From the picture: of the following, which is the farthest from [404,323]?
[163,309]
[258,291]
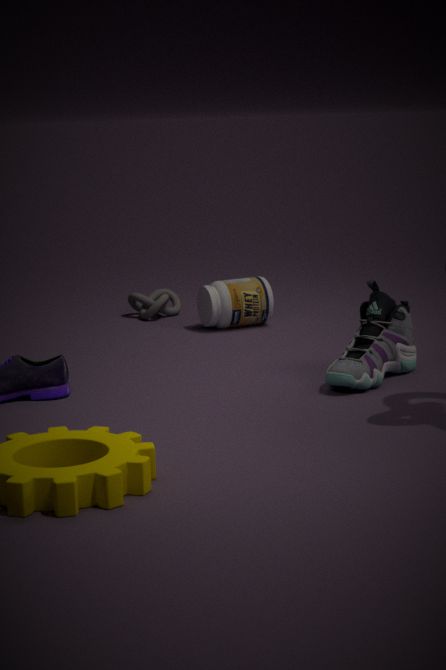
[163,309]
